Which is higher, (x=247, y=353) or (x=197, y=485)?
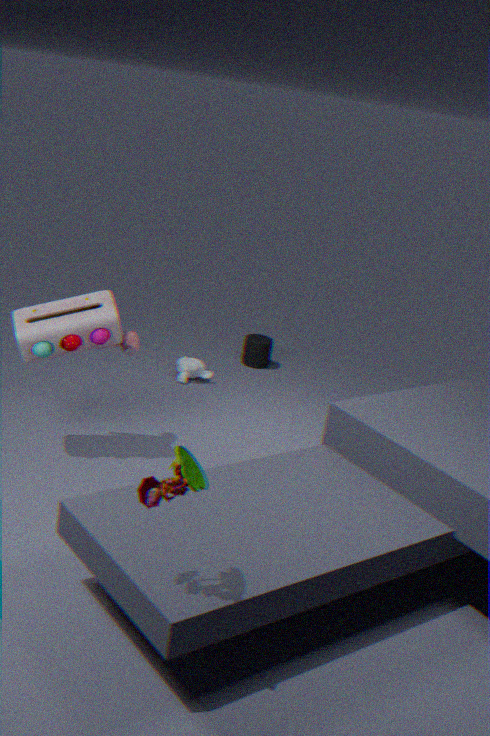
(x=197, y=485)
